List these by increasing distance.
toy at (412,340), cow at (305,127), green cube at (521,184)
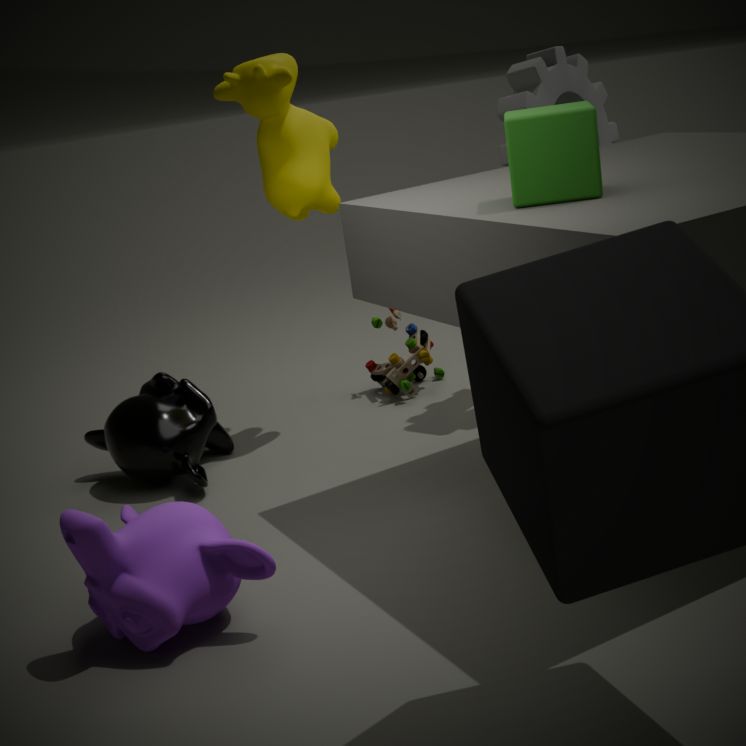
green cube at (521,184) < cow at (305,127) < toy at (412,340)
